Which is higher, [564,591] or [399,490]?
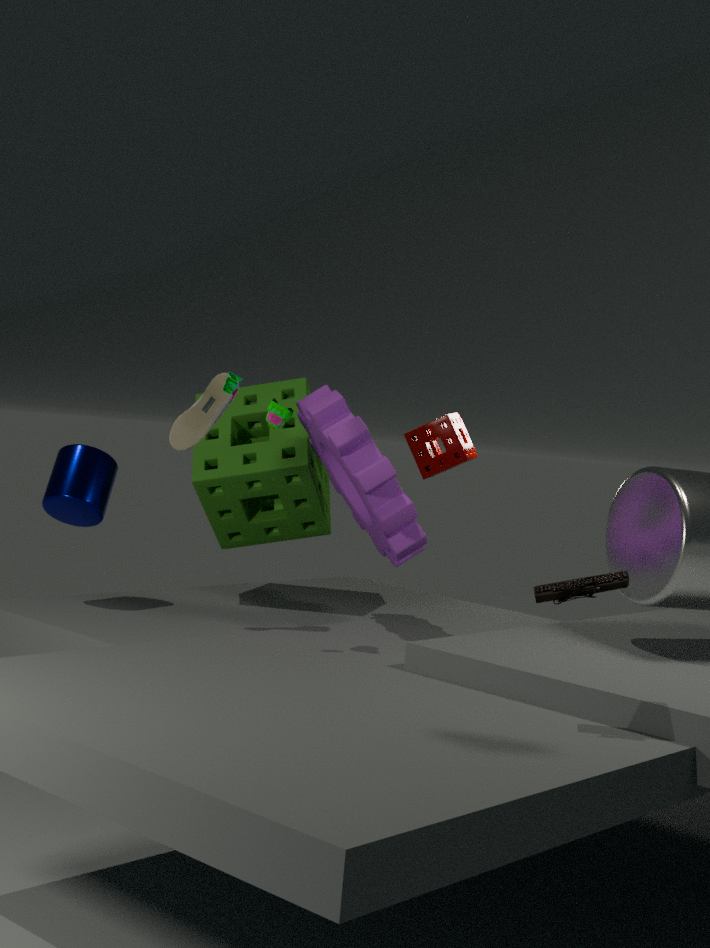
[399,490]
